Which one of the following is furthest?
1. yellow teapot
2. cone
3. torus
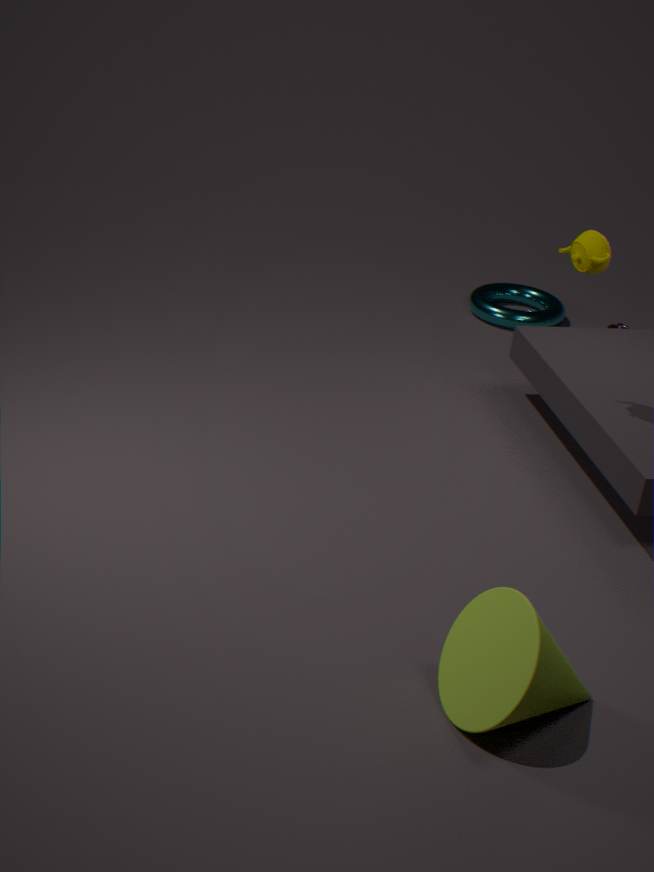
torus
